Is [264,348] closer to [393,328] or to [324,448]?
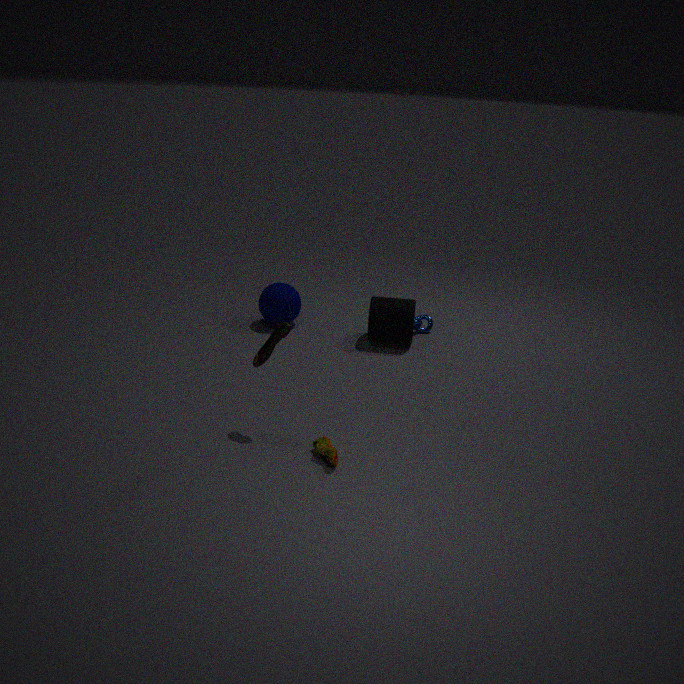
[324,448]
